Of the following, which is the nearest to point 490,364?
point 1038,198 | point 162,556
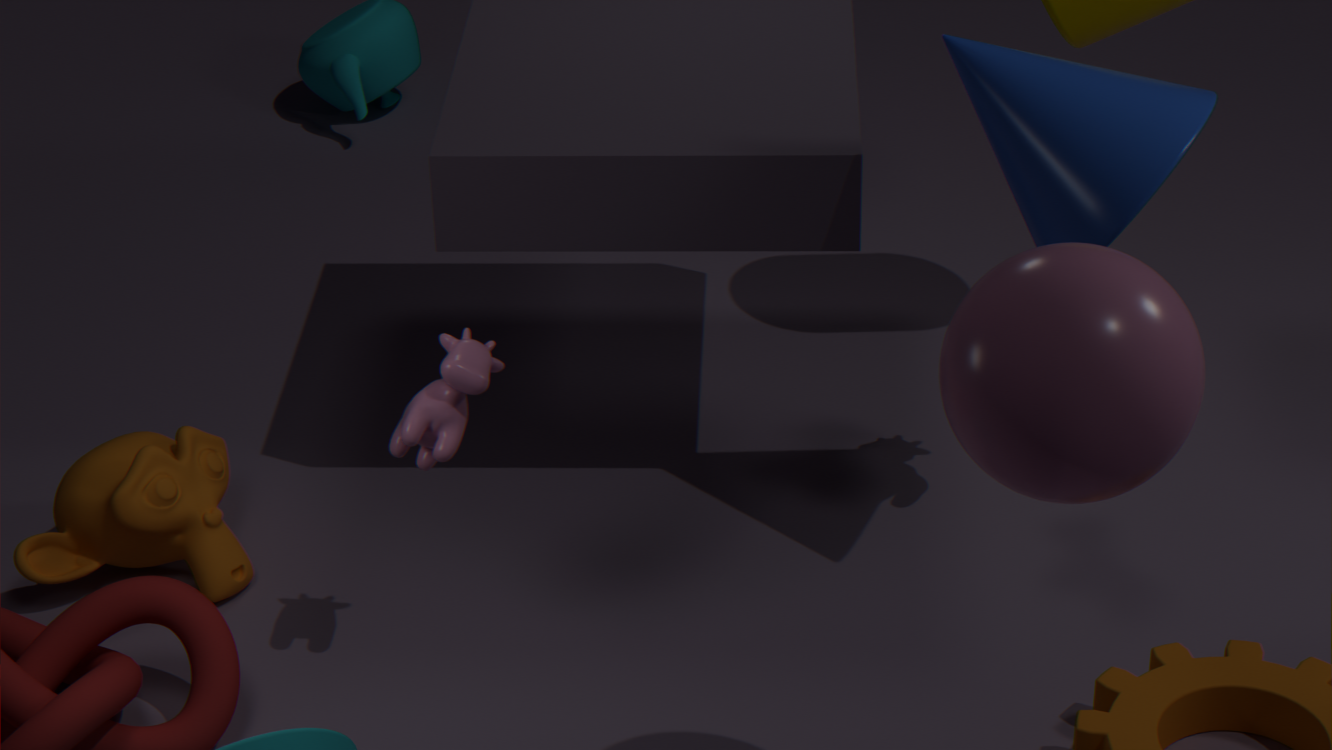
point 162,556
